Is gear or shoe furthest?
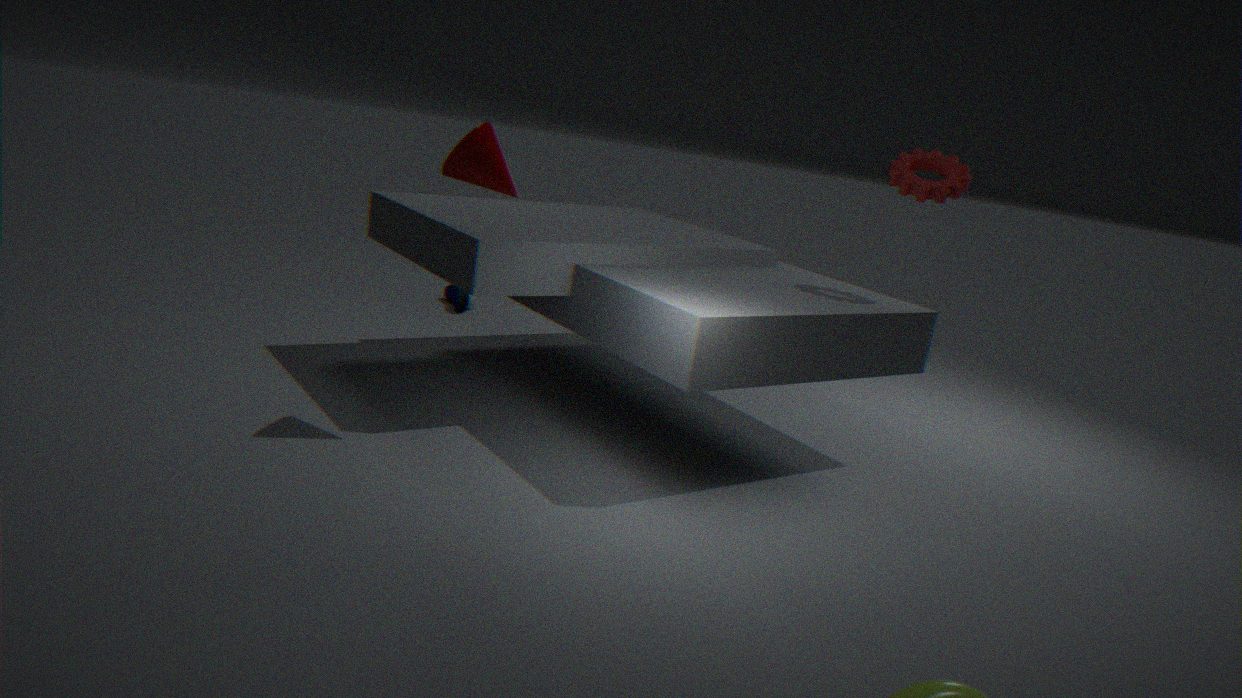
shoe
